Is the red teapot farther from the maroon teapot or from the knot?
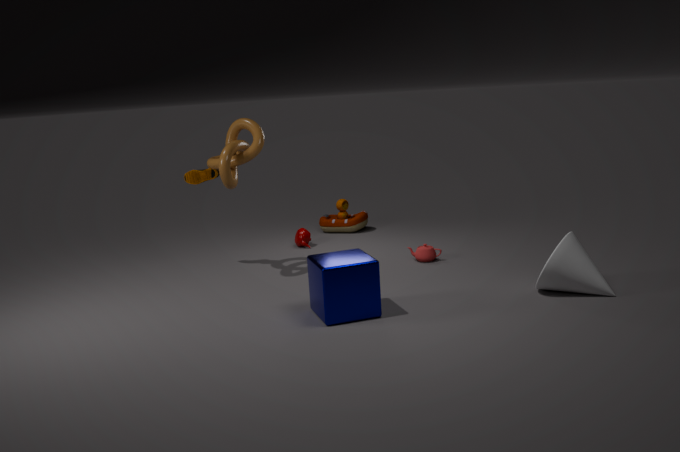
the knot
